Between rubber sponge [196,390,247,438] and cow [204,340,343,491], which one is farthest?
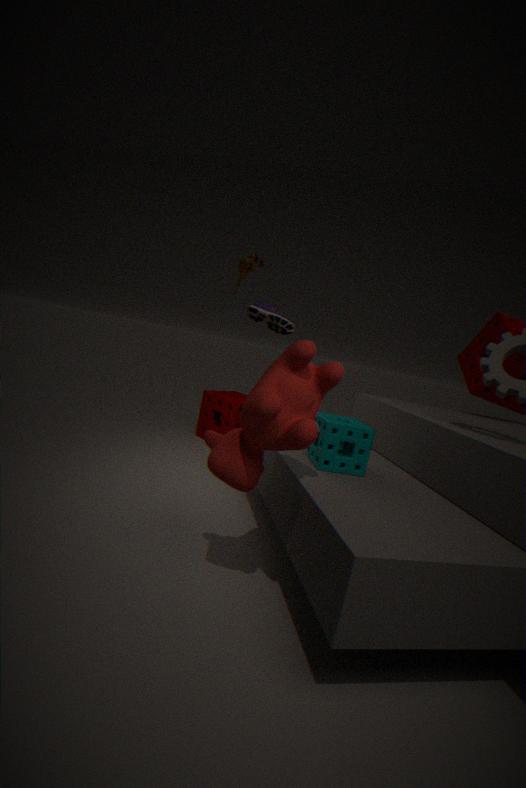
rubber sponge [196,390,247,438]
